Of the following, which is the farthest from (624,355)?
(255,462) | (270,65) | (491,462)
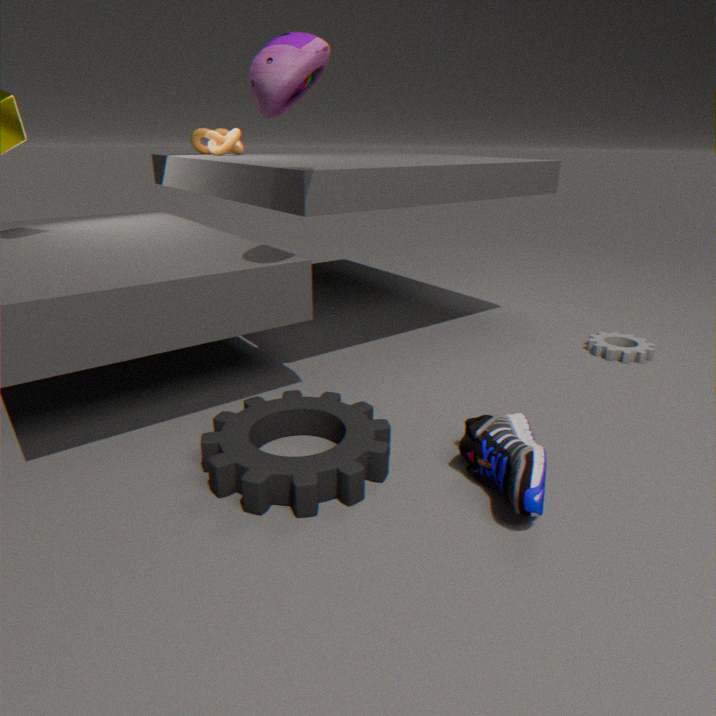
(270,65)
